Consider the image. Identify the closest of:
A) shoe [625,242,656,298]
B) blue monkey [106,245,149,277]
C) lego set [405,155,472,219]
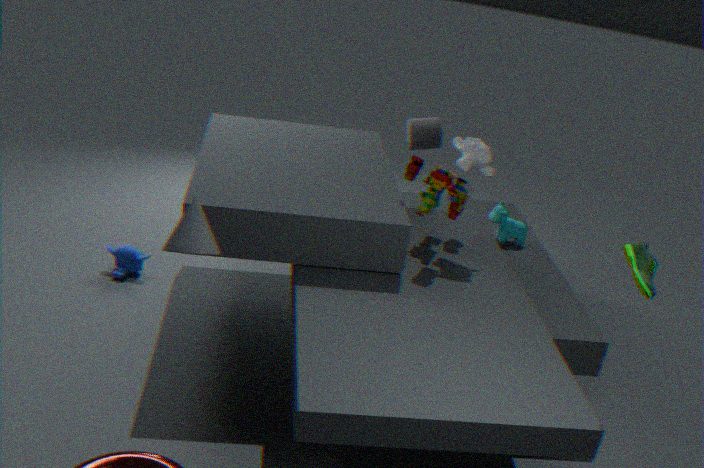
shoe [625,242,656,298]
